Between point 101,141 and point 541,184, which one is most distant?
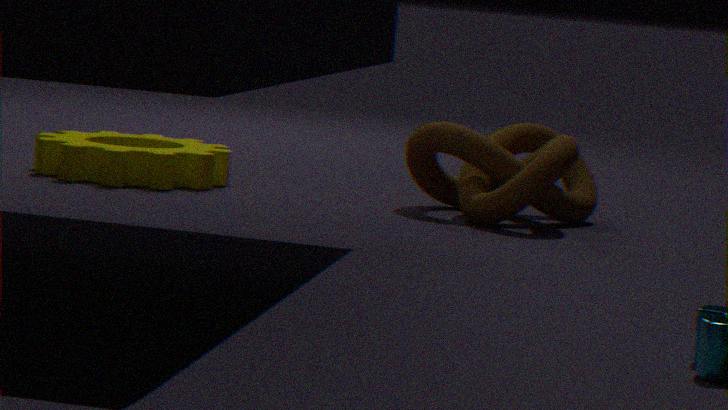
point 101,141
